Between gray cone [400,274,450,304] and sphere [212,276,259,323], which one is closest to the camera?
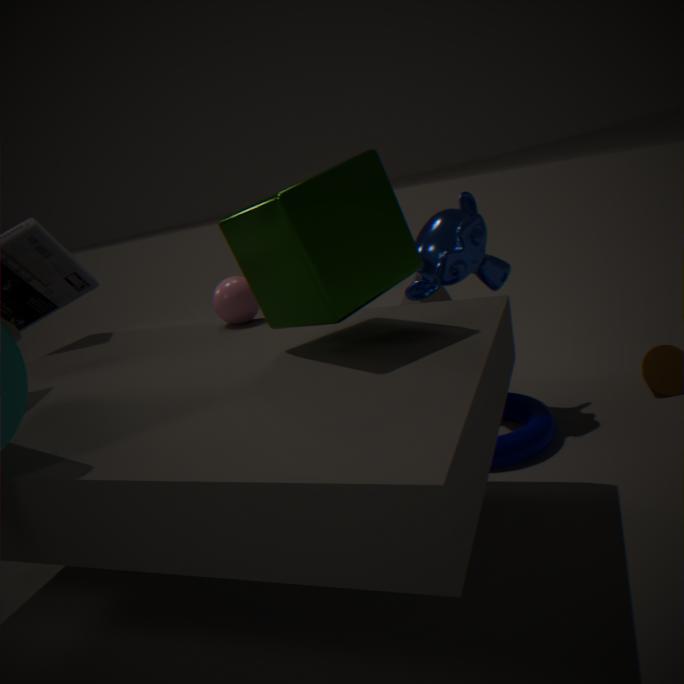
sphere [212,276,259,323]
